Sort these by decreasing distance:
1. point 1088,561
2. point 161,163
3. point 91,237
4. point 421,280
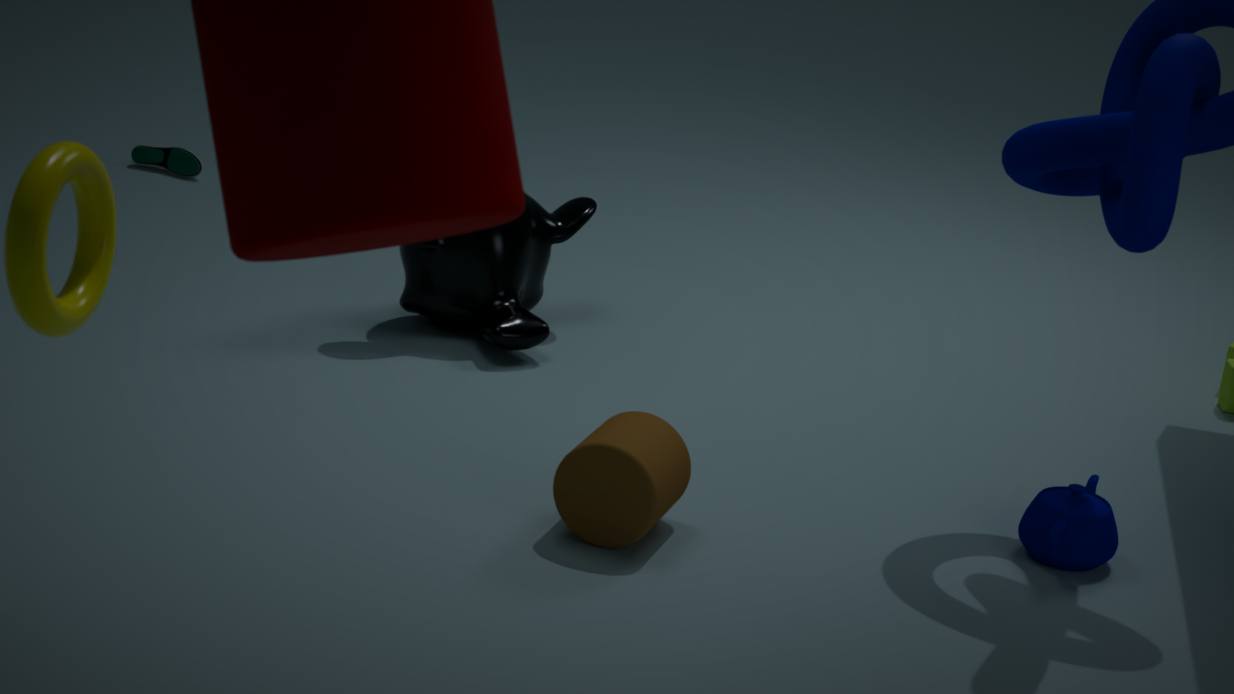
point 161,163 < point 421,280 < point 1088,561 < point 91,237
